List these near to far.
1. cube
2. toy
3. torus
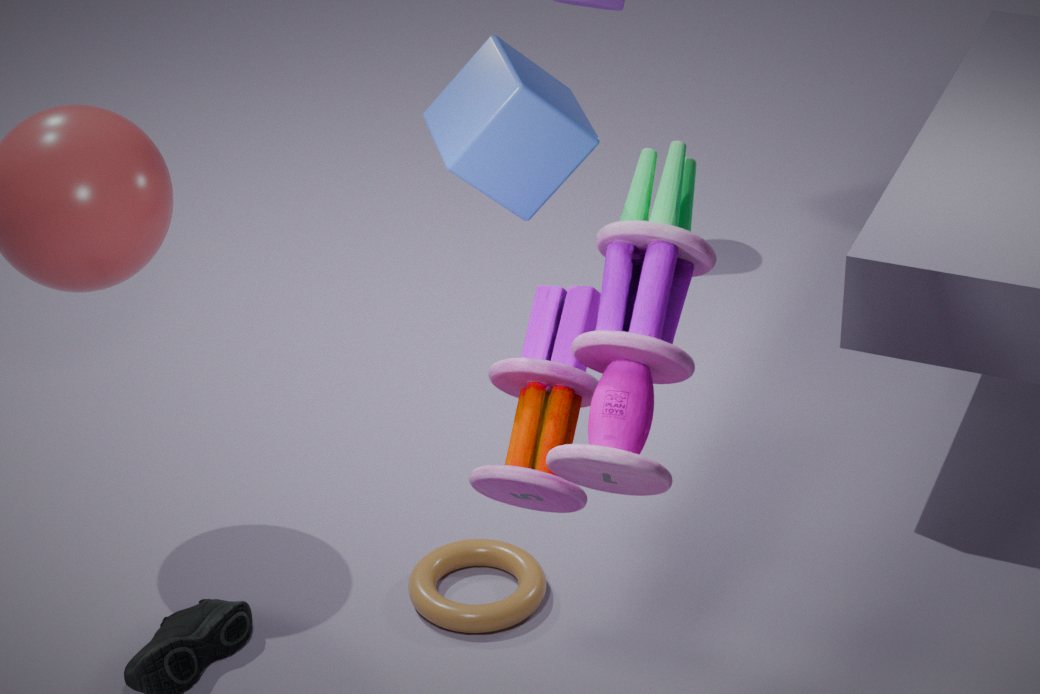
toy → cube → torus
